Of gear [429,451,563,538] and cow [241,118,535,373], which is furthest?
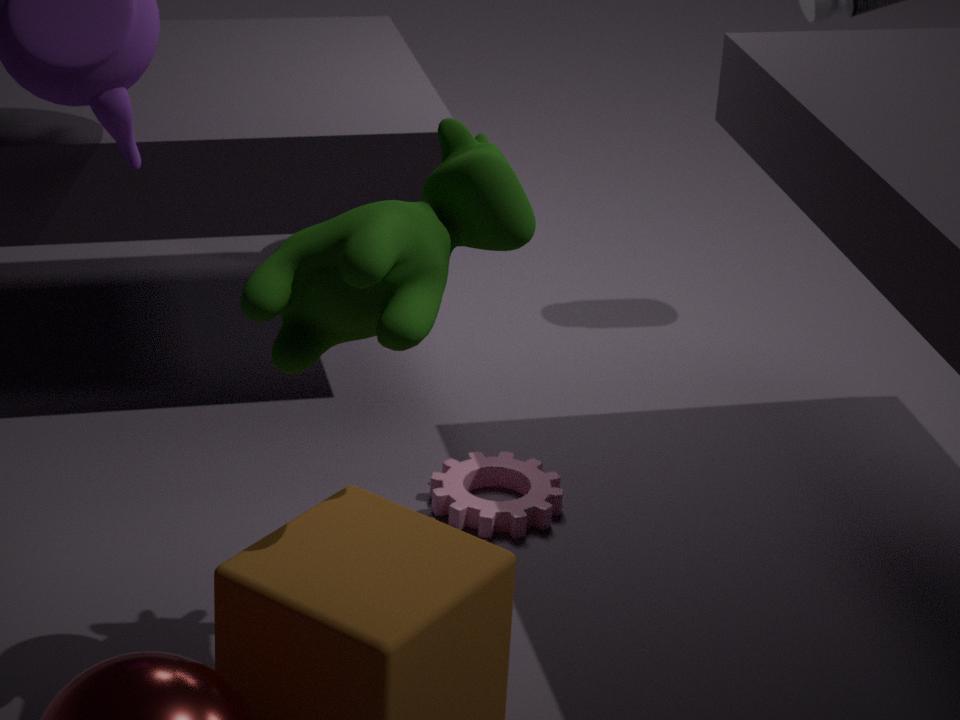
gear [429,451,563,538]
